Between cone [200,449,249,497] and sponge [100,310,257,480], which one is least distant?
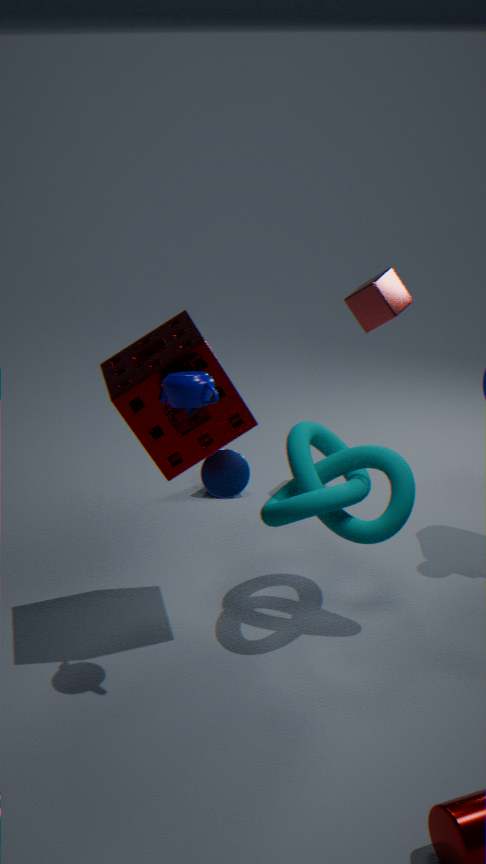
sponge [100,310,257,480]
